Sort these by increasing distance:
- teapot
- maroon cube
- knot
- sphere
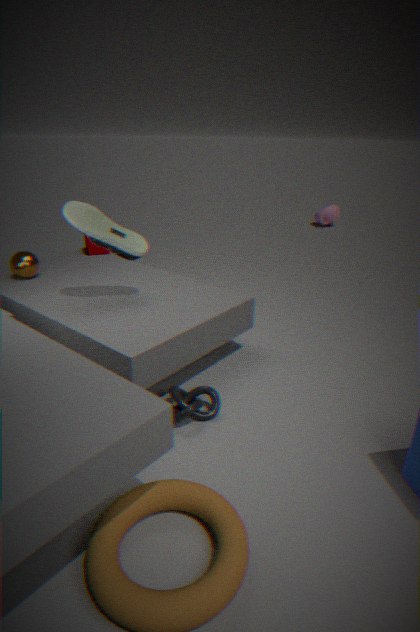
knot, sphere, maroon cube, teapot
